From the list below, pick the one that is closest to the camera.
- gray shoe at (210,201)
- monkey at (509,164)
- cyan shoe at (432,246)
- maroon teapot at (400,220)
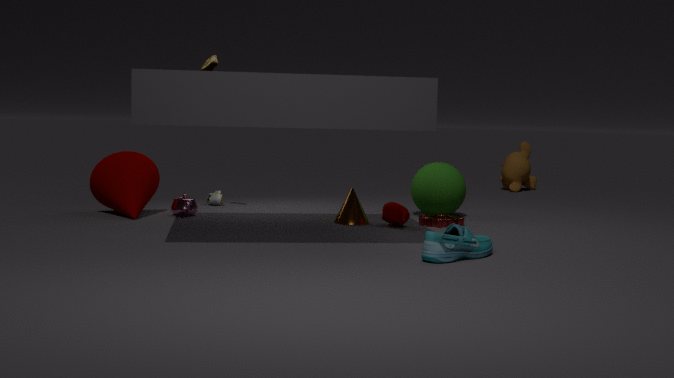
cyan shoe at (432,246)
